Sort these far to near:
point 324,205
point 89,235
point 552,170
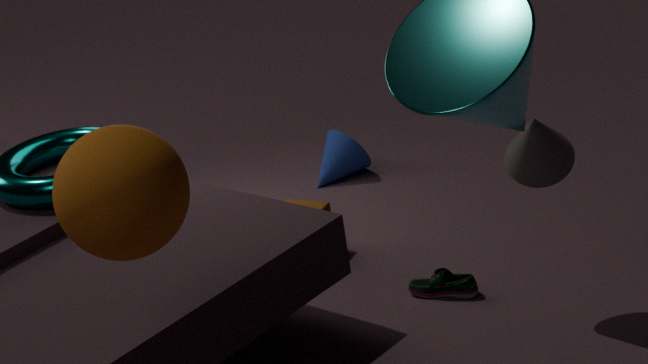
point 324,205 → point 552,170 → point 89,235
